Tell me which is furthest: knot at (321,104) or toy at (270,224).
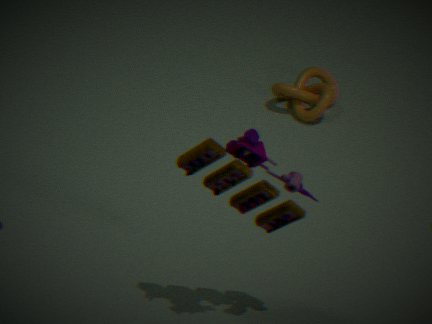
knot at (321,104)
